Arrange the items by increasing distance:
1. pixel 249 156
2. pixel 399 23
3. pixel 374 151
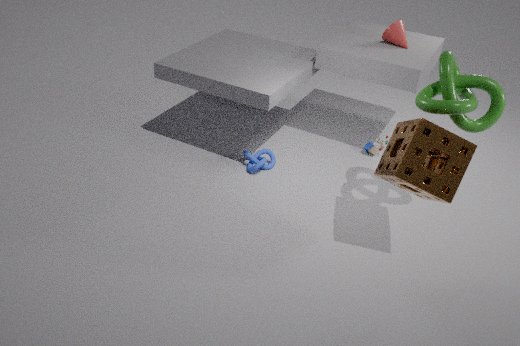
pixel 249 156 < pixel 399 23 < pixel 374 151
